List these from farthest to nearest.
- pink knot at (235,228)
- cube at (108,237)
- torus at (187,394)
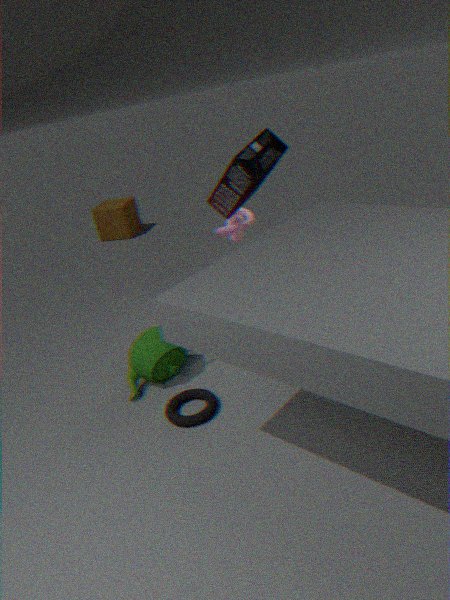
1. cube at (108,237)
2. pink knot at (235,228)
3. torus at (187,394)
